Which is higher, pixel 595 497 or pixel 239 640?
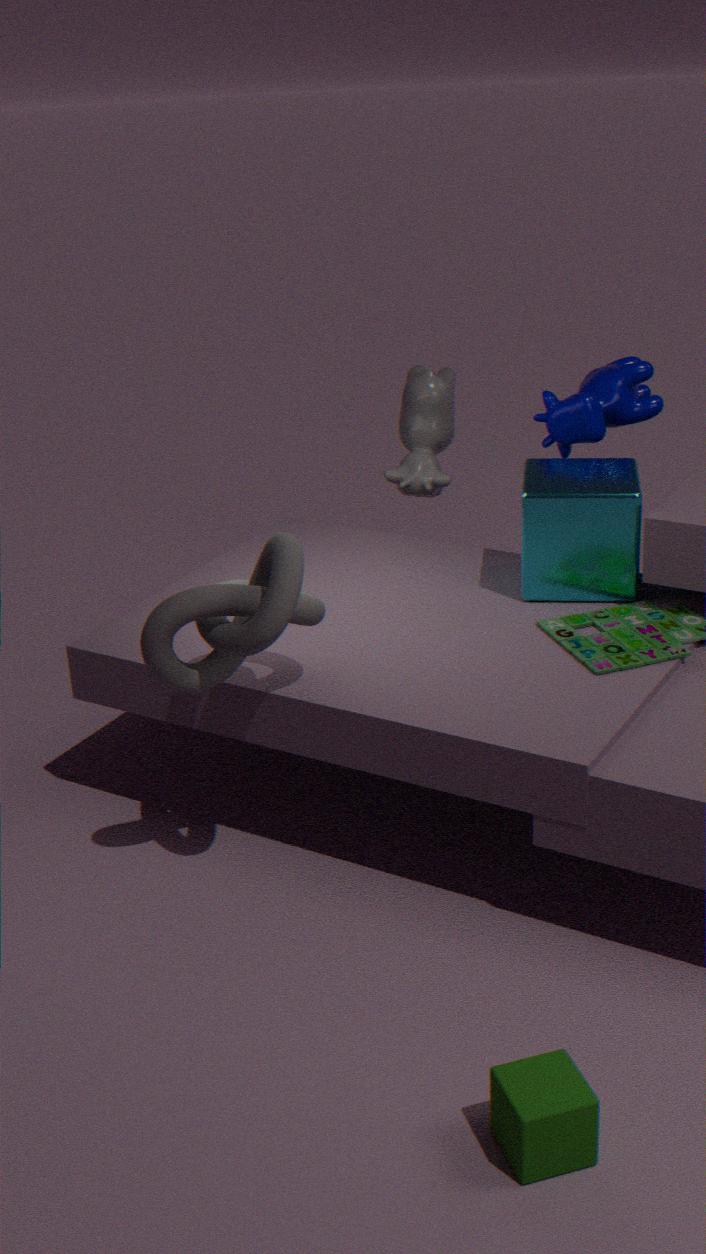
pixel 239 640
